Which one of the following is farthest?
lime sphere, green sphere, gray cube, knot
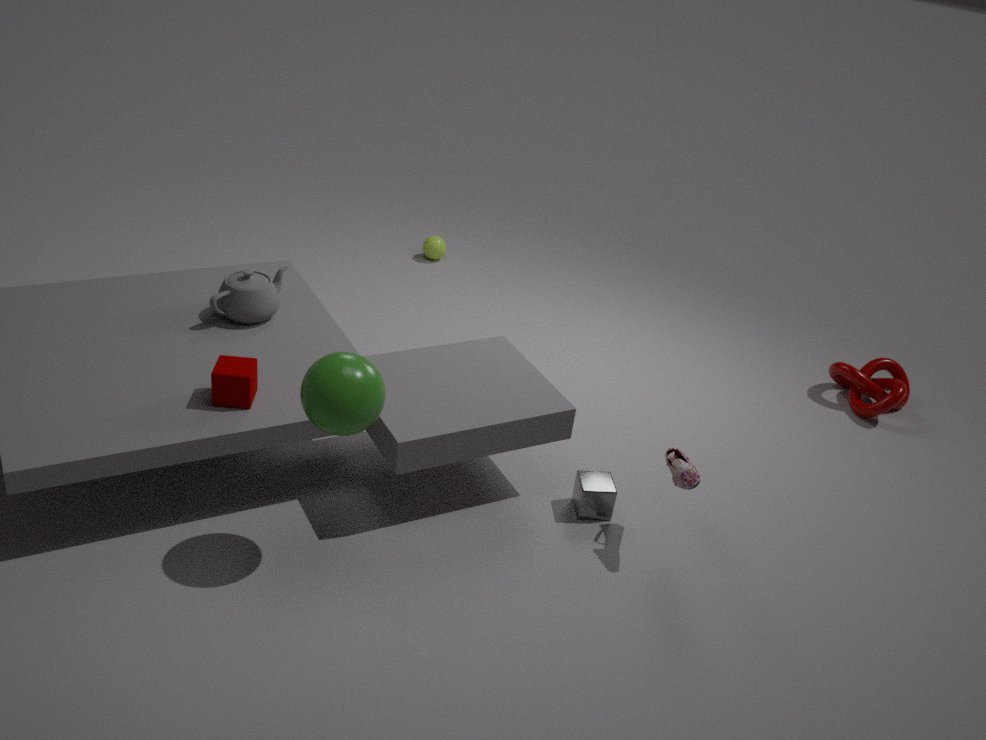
lime sphere
